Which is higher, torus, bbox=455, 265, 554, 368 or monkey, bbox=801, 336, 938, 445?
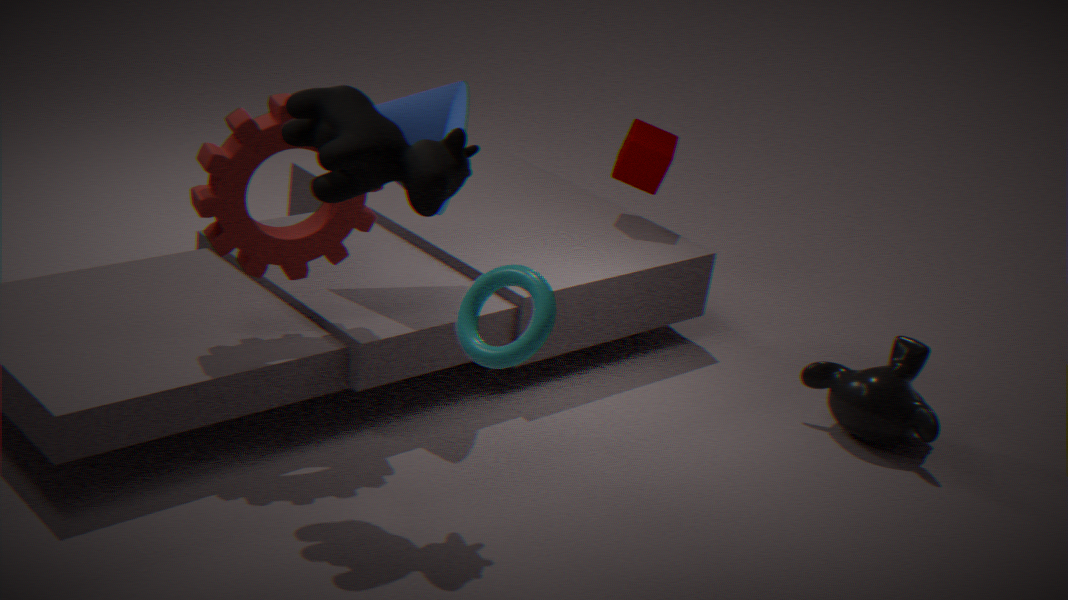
torus, bbox=455, 265, 554, 368
